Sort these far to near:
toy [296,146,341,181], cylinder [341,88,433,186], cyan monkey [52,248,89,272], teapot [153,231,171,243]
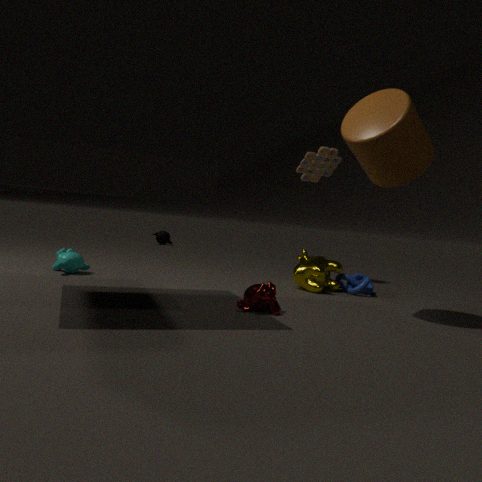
1. teapot [153,231,171,243]
2. toy [296,146,341,181]
3. cyan monkey [52,248,89,272]
4. cylinder [341,88,433,186]
